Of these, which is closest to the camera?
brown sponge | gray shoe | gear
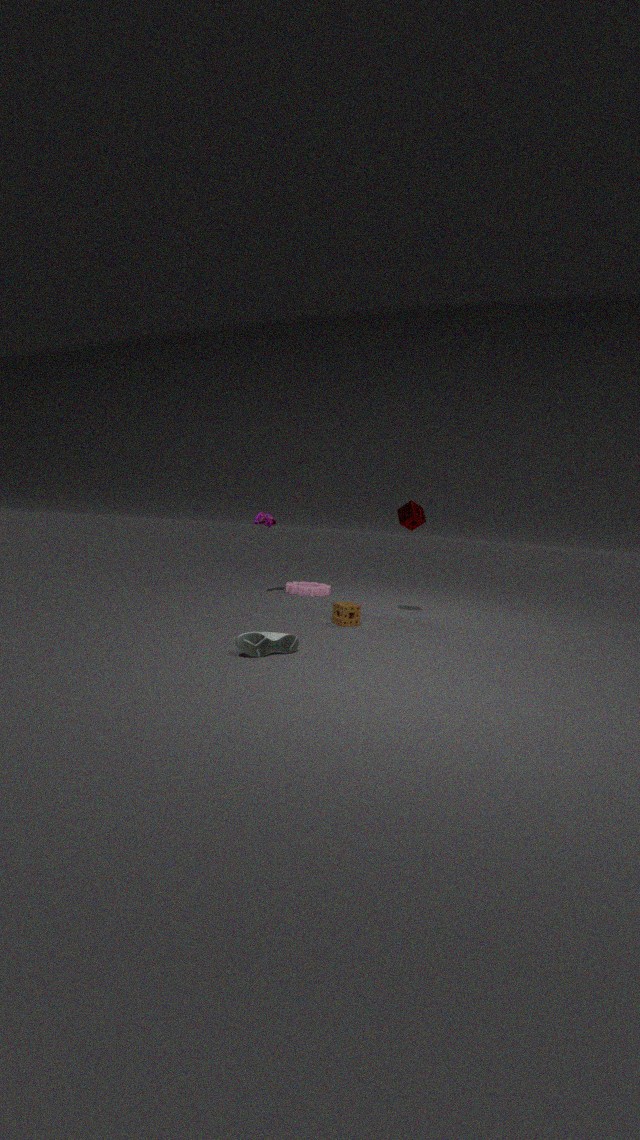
gray shoe
